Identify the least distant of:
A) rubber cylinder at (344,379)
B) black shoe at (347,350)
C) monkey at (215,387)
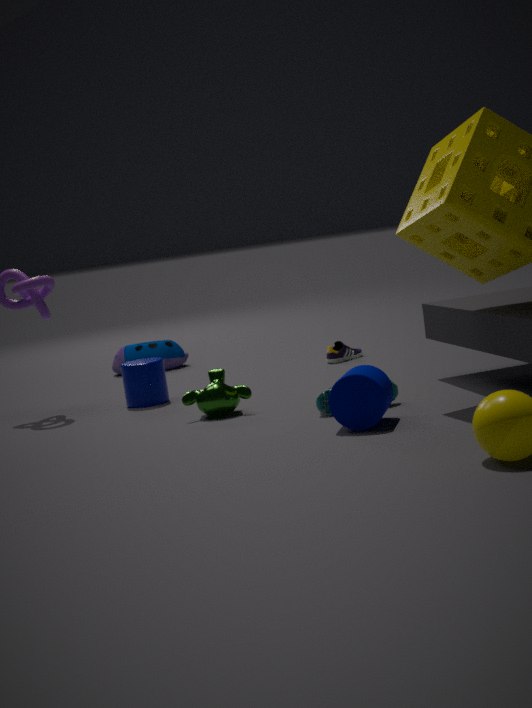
rubber cylinder at (344,379)
